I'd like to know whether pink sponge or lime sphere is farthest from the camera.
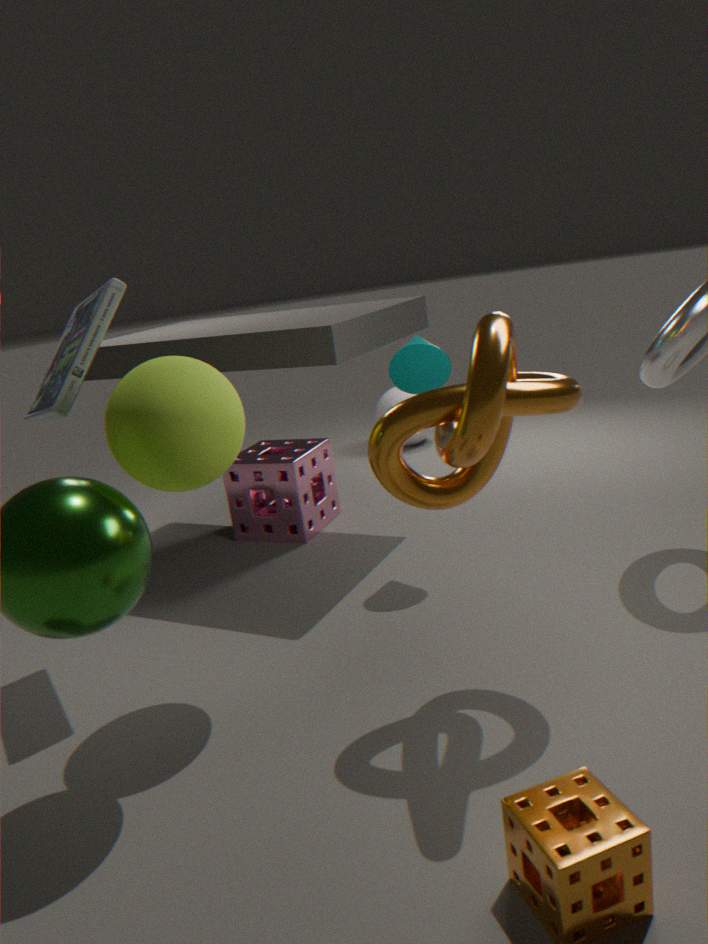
pink sponge
